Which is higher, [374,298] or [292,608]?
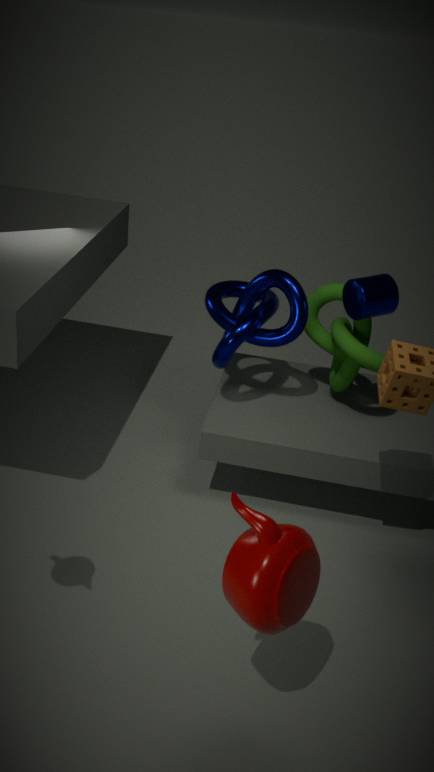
[374,298]
